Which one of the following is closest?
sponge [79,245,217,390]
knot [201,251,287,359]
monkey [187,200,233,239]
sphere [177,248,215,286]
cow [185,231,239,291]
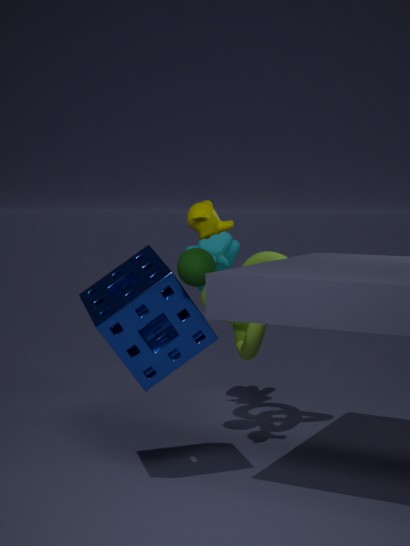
sponge [79,245,217,390]
